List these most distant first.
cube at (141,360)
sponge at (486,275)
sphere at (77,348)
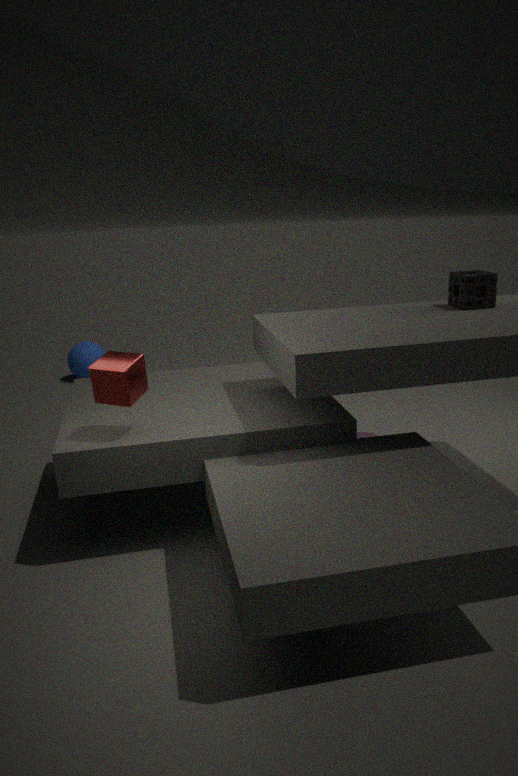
sphere at (77,348), sponge at (486,275), cube at (141,360)
